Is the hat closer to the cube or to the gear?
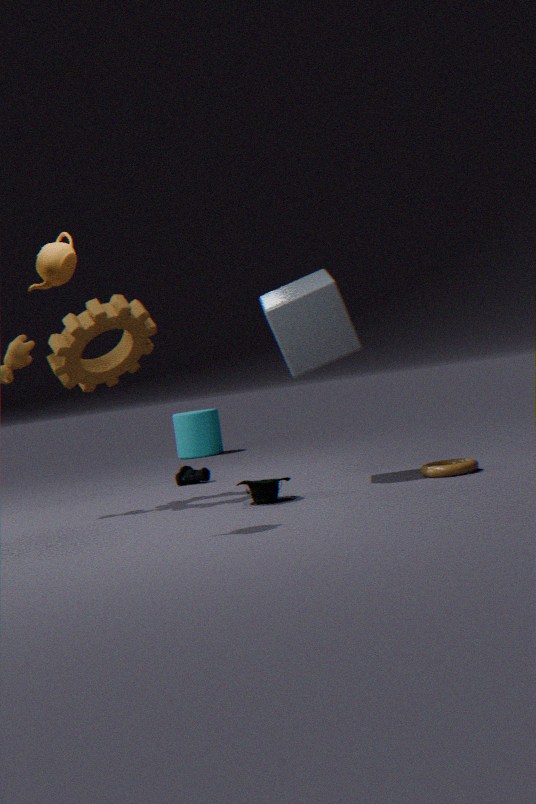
the cube
